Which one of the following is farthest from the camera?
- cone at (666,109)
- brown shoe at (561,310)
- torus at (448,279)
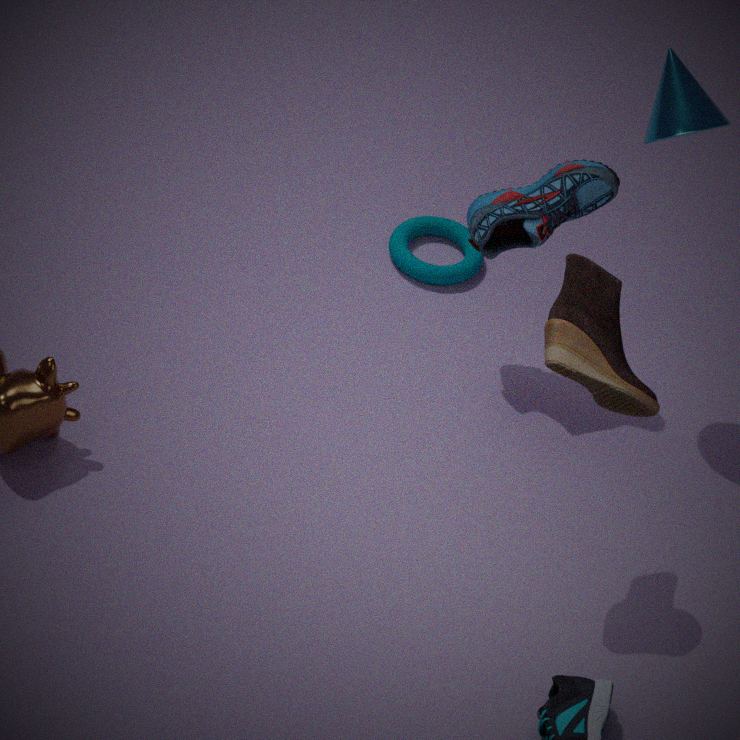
torus at (448,279)
